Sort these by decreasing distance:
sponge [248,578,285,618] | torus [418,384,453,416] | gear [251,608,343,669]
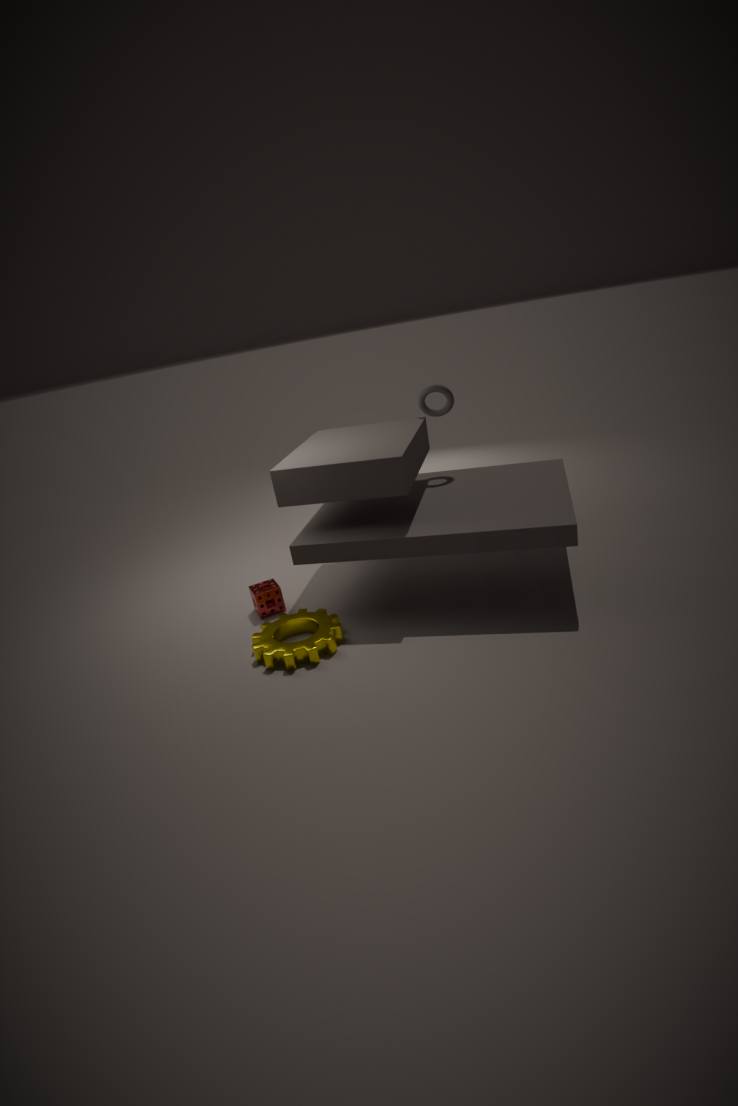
torus [418,384,453,416] < sponge [248,578,285,618] < gear [251,608,343,669]
